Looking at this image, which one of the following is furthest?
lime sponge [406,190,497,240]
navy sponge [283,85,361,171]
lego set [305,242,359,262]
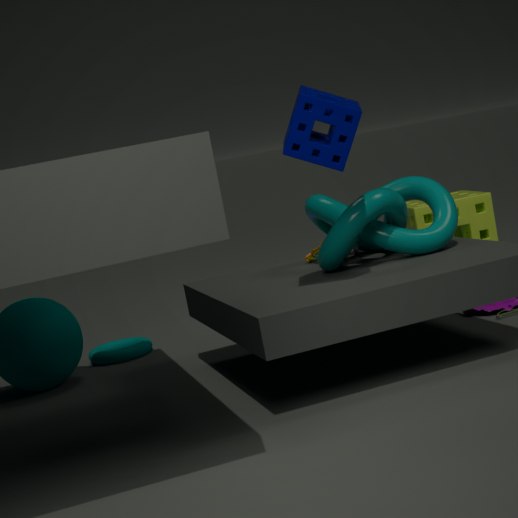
lime sponge [406,190,497,240]
